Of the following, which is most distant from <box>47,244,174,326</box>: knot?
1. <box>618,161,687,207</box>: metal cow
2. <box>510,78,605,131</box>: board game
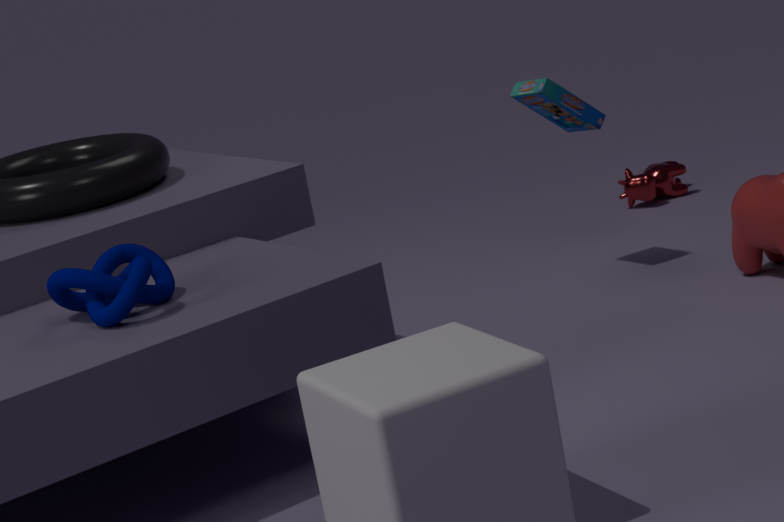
<box>618,161,687,207</box>: metal cow
